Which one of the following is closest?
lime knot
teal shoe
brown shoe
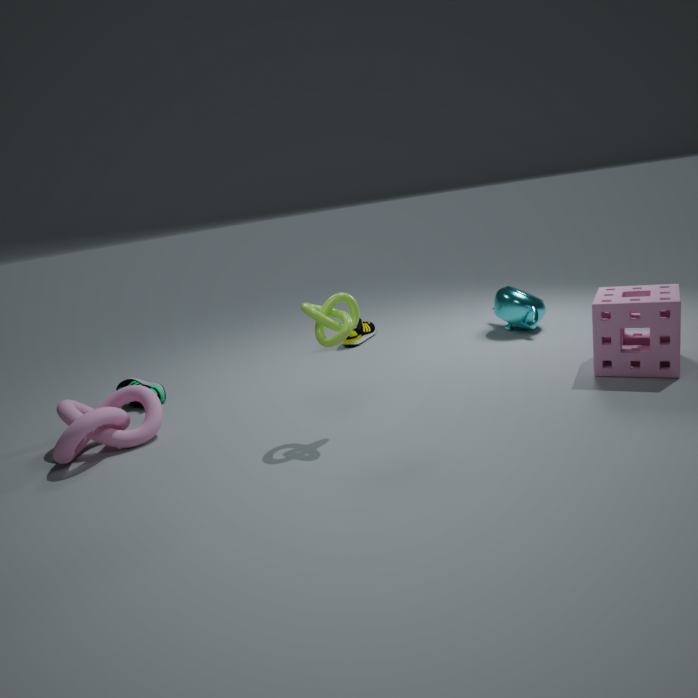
lime knot
